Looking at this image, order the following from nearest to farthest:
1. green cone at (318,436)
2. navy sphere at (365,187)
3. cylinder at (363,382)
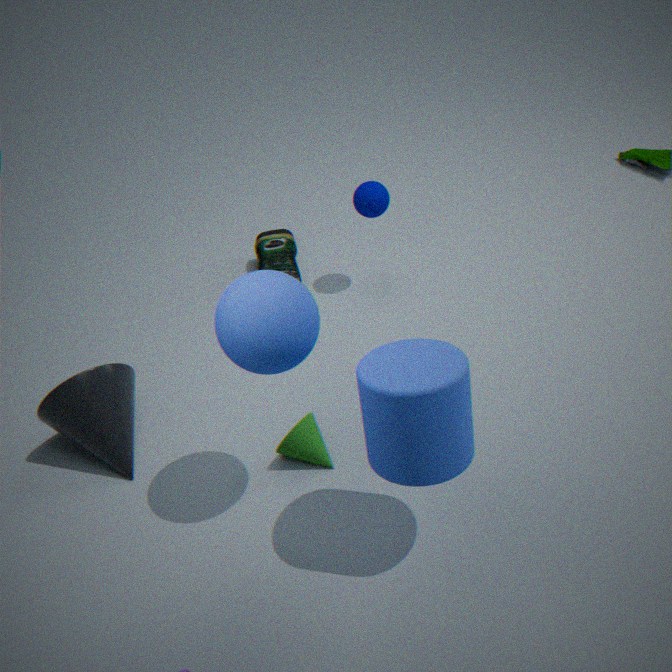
cylinder at (363,382), green cone at (318,436), navy sphere at (365,187)
